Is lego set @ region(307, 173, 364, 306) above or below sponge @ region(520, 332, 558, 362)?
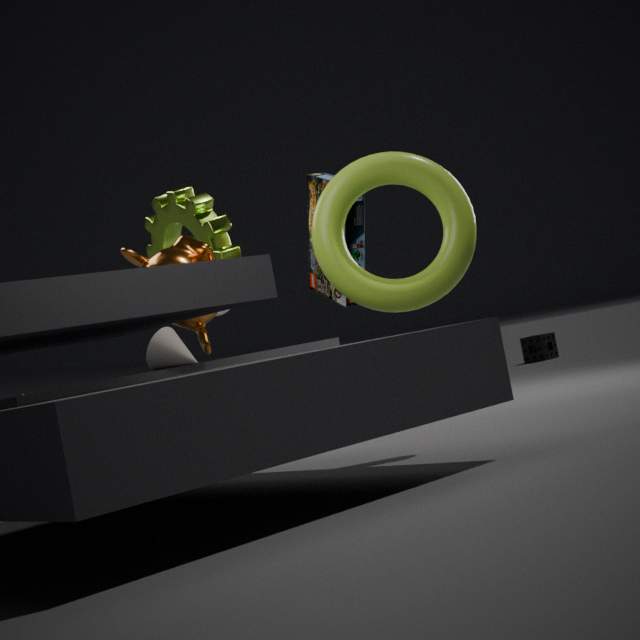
above
